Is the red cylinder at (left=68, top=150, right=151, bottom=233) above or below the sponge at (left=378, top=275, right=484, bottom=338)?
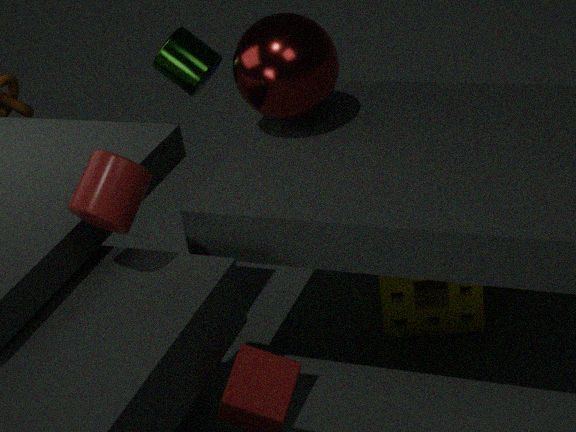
above
